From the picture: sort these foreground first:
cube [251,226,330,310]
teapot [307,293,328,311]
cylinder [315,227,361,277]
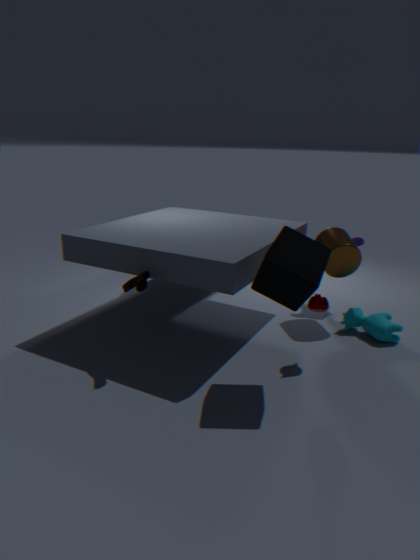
cube [251,226,330,310] < teapot [307,293,328,311] < cylinder [315,227,361,277]
